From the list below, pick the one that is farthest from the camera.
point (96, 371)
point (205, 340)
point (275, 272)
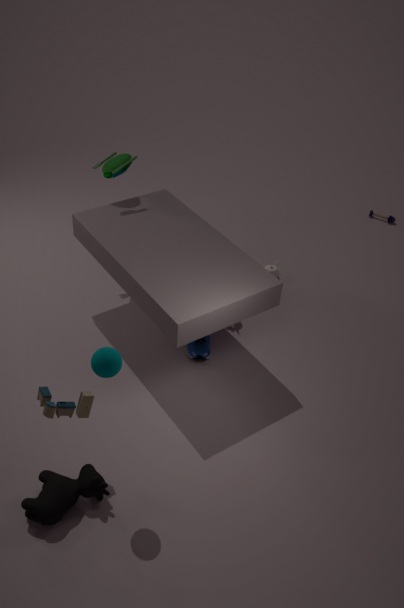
point (275, 272)
